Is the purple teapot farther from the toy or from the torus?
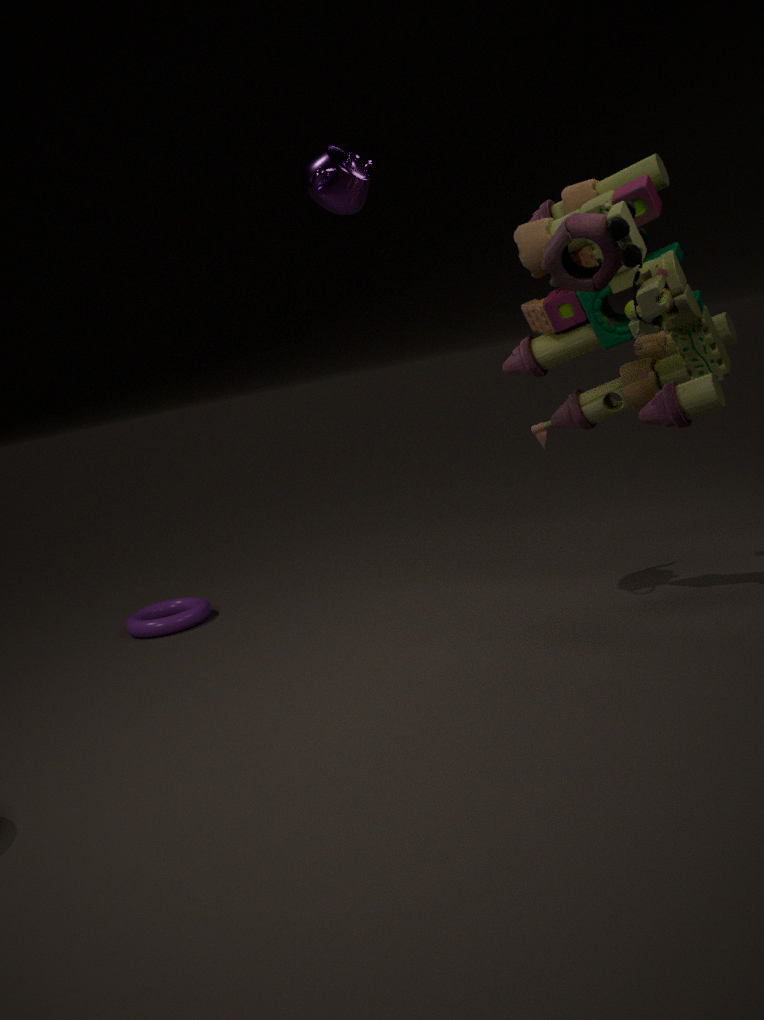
the torus
